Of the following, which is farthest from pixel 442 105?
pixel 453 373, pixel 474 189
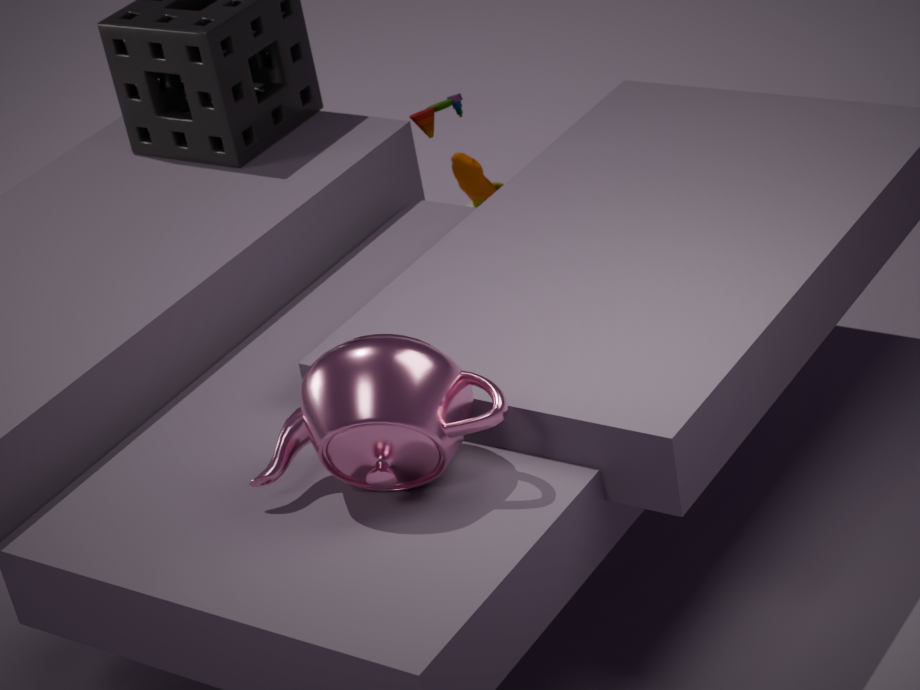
pixel 453 373
